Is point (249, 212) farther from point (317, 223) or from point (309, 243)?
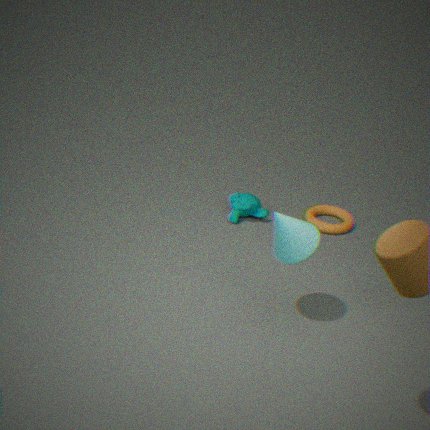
point (309, 243)
